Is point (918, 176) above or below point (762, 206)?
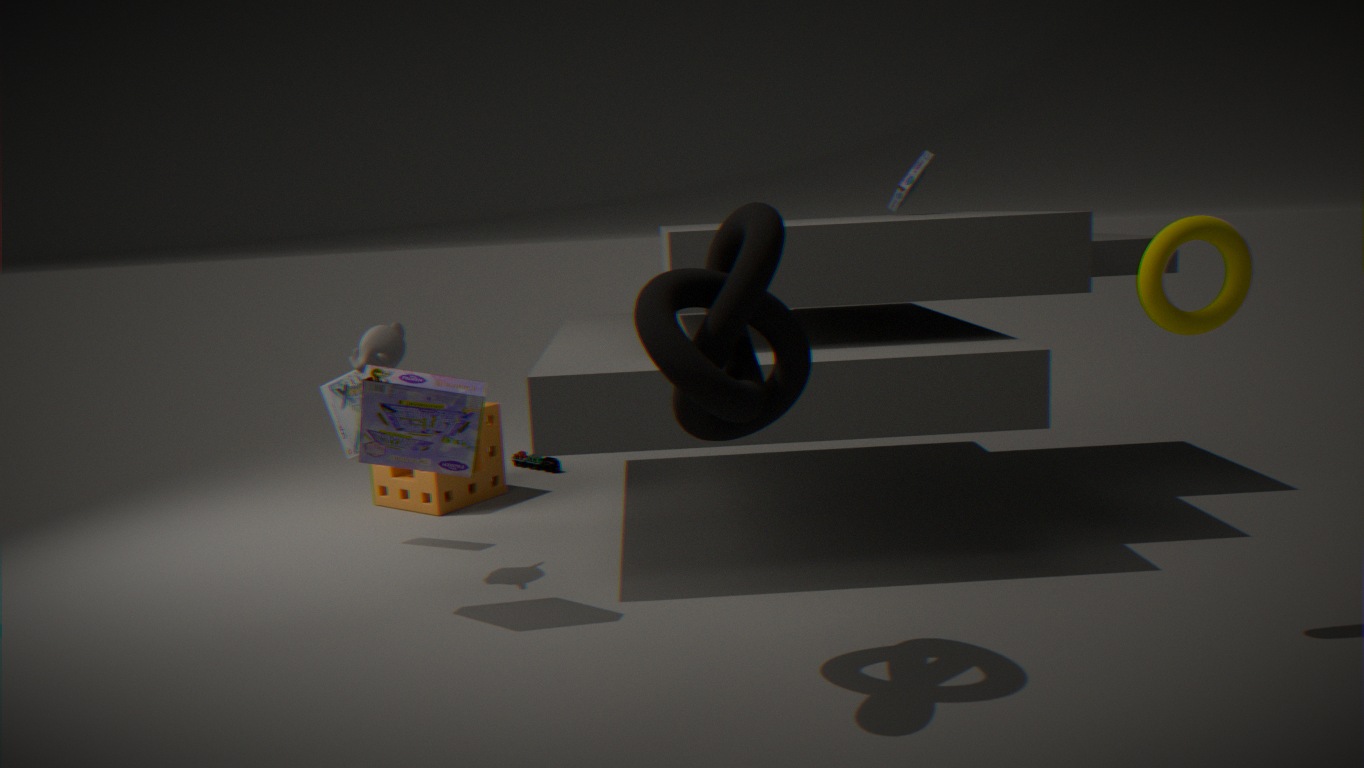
above
